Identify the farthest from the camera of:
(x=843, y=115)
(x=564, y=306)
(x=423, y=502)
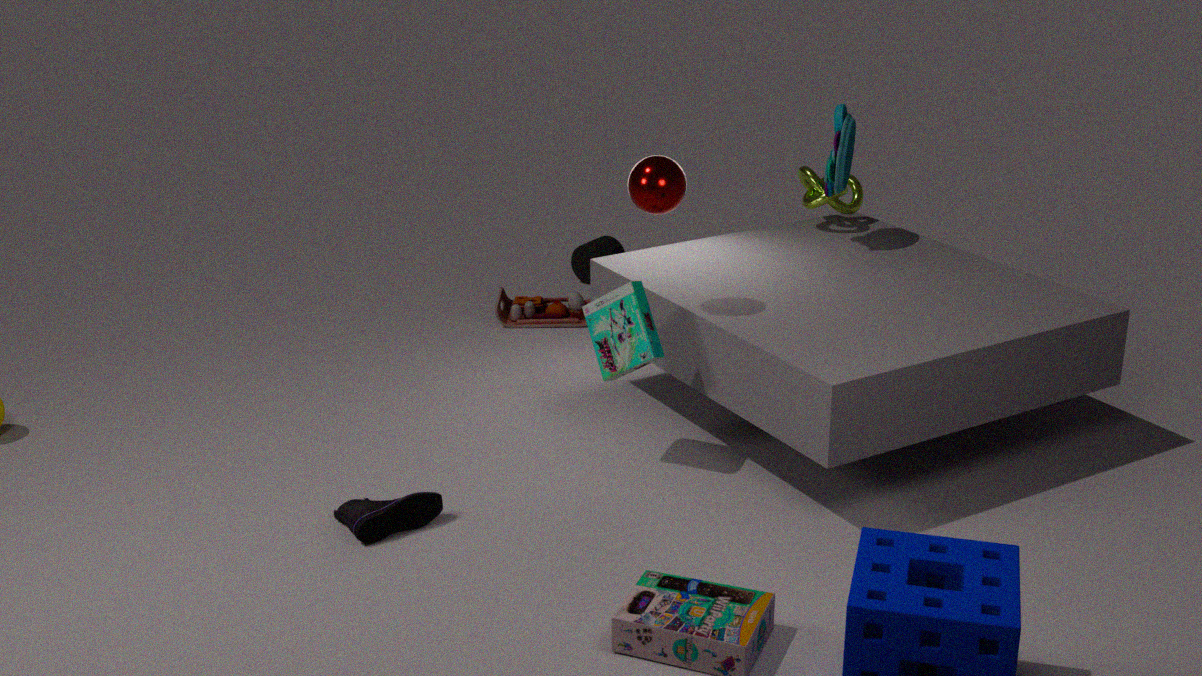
(x=564, y=306)
